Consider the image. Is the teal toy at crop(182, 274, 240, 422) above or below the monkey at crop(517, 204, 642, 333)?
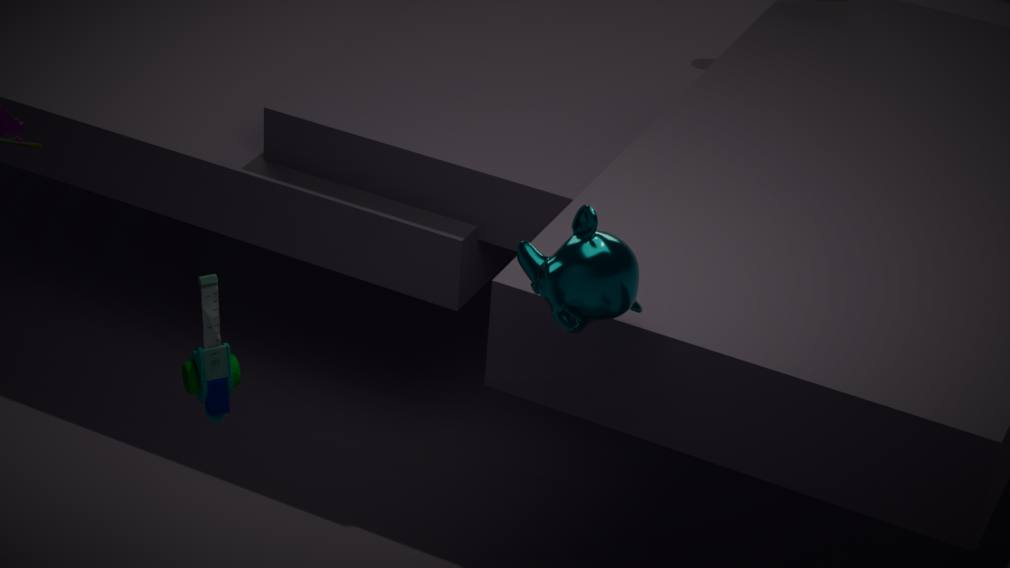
below
